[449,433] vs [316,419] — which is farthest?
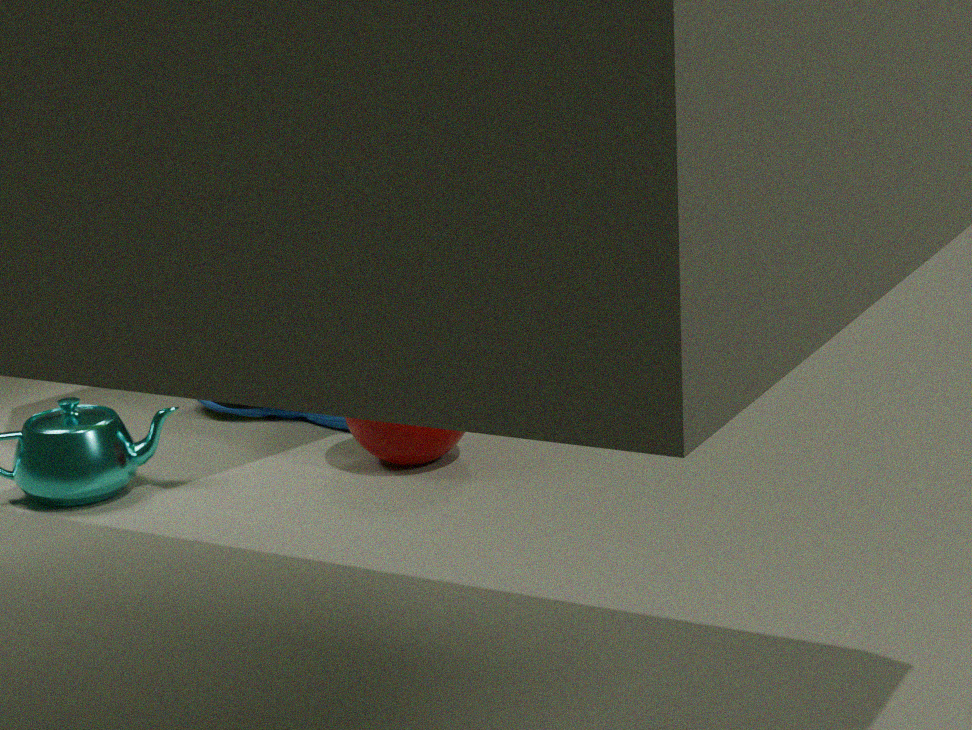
[316,419]
